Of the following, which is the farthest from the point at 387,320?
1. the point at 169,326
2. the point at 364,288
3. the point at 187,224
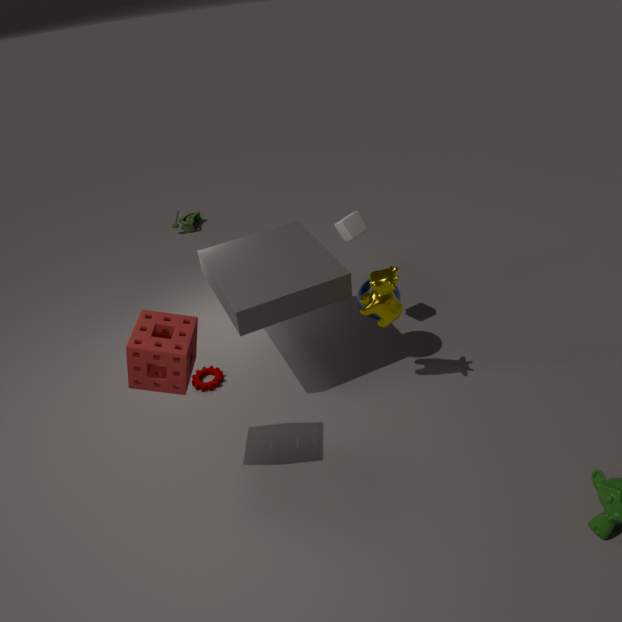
the point at 187,224
